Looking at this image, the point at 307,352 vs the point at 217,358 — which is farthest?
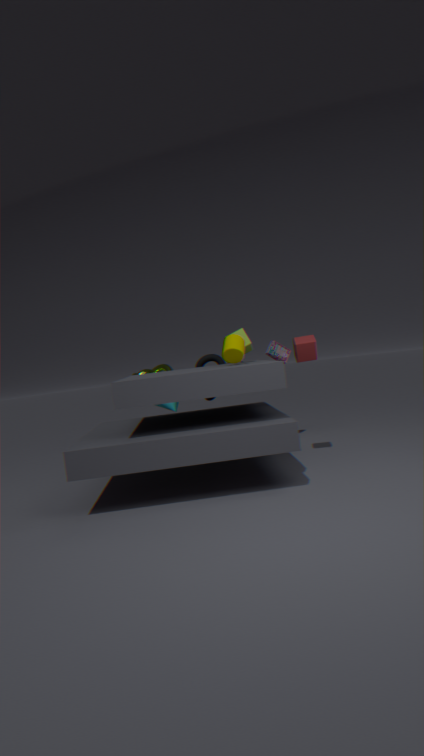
the point at 217,358
